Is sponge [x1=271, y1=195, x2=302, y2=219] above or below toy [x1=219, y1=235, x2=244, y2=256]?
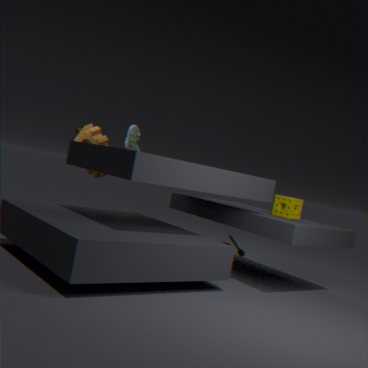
above
